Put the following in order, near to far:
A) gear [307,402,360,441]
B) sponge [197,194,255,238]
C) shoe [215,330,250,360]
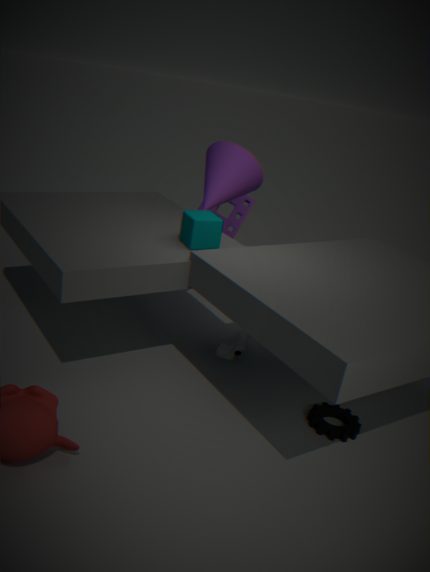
gear [307,402,360,441], shoe [215,330,250,360], sponge [197,194,255,238]
